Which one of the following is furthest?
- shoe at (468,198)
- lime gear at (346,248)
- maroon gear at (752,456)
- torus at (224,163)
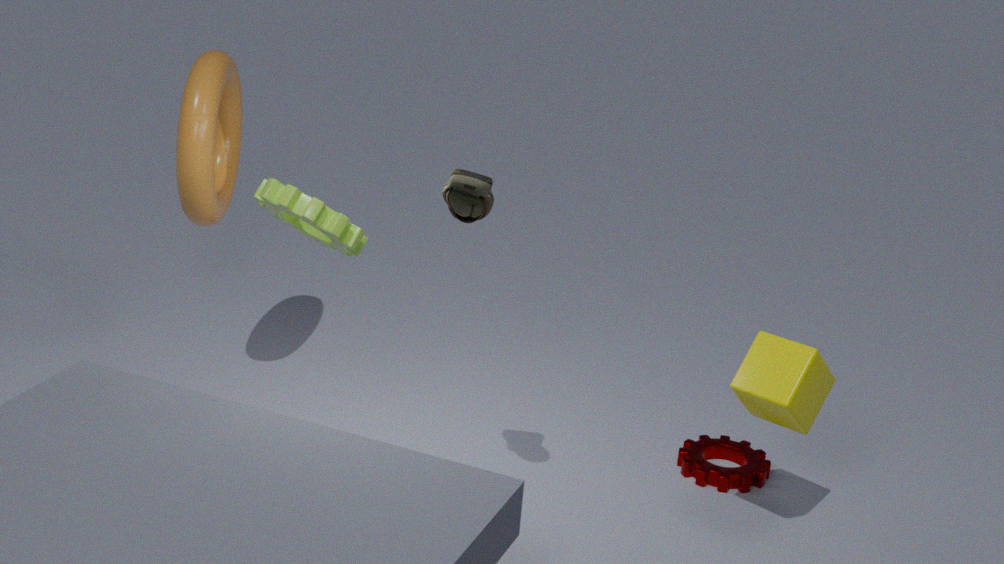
maroon gear at (752,456)
